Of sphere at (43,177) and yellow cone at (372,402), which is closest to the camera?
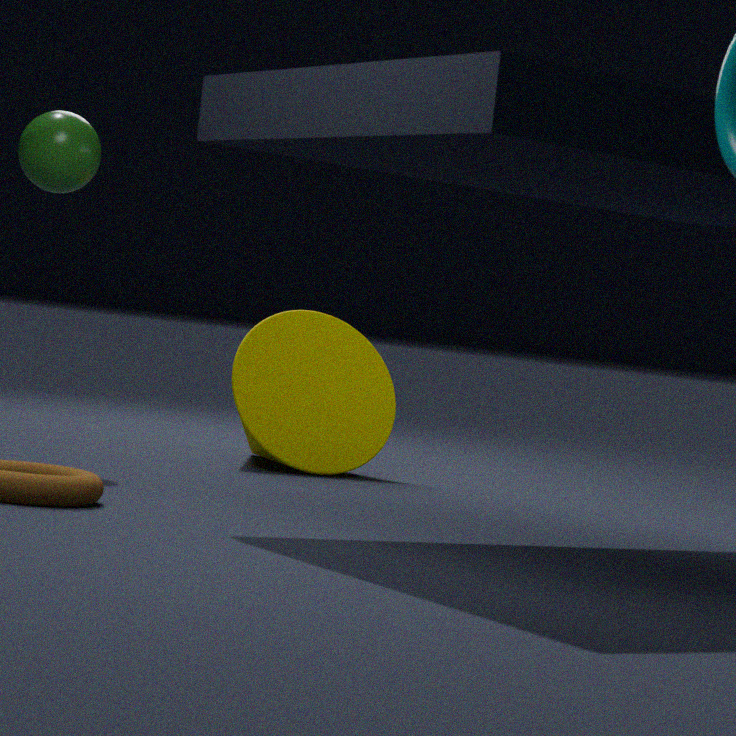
sphere at (43,177)
